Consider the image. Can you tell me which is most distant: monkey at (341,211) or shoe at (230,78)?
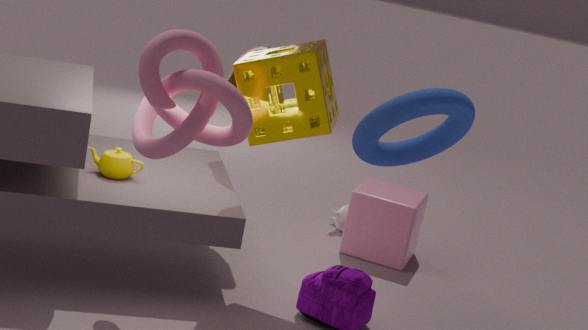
monkey at (341,211)
